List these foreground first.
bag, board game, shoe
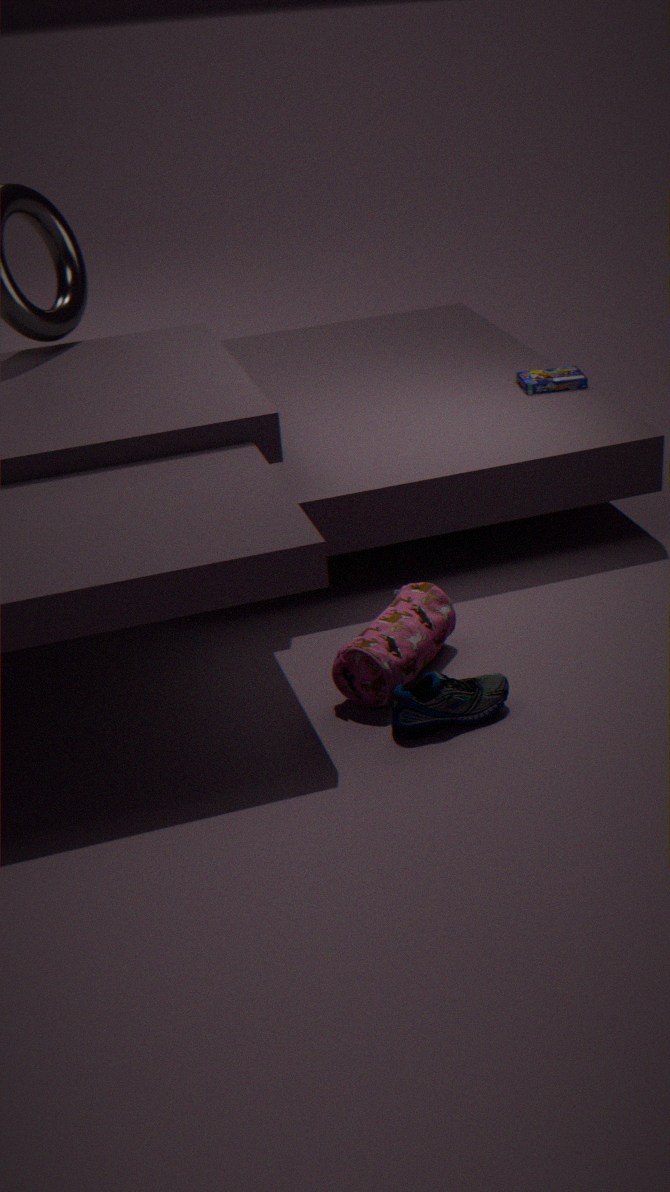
shoe < bag < board game
